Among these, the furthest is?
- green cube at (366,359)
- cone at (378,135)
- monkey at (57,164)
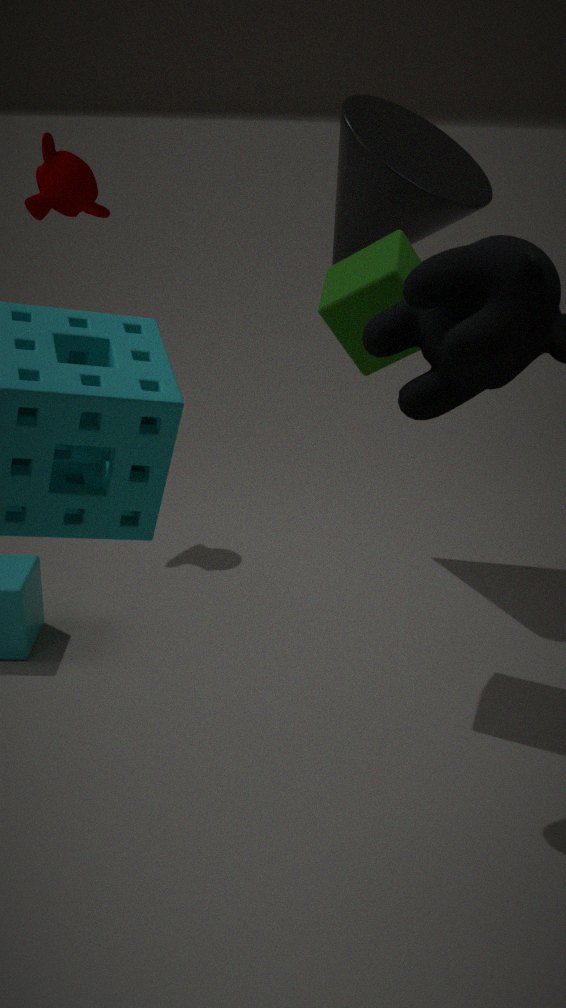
monkey at (57,164)
